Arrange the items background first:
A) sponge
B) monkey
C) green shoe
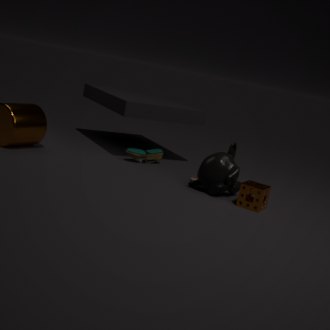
1. green shoe
2. monkey
3. sponge
